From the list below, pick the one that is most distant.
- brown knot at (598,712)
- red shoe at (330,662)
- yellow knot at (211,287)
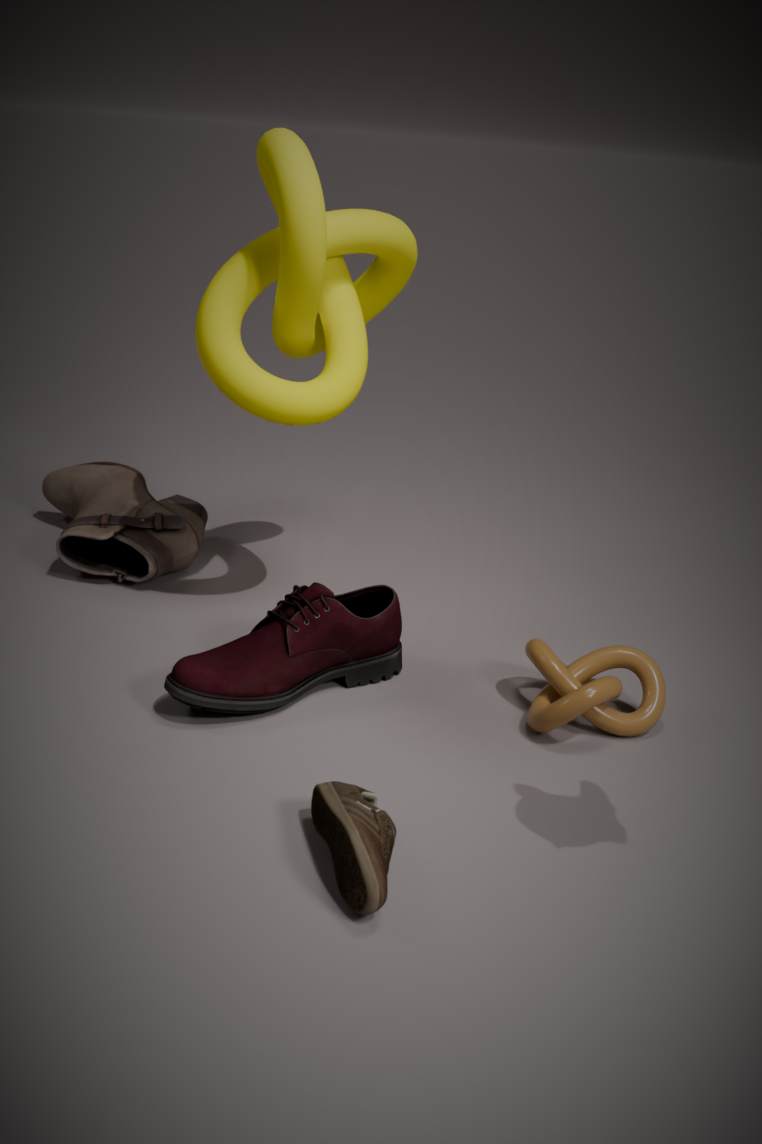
yellow knot at (211,287)
